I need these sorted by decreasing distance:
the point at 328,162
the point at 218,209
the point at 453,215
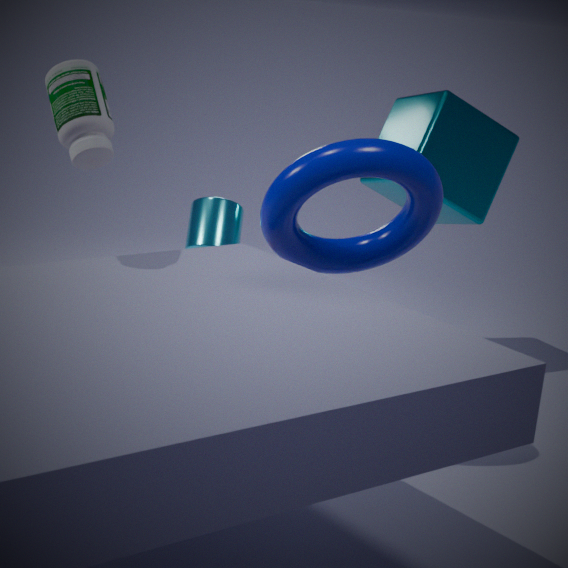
the point at 453,215 → the point at 218,209 → the point at 328,162
